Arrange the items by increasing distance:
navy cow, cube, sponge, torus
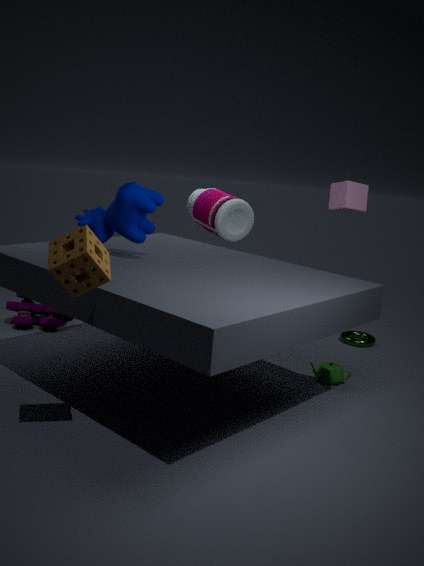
1. sponge
2. navy cow
3. cube
4. torus
